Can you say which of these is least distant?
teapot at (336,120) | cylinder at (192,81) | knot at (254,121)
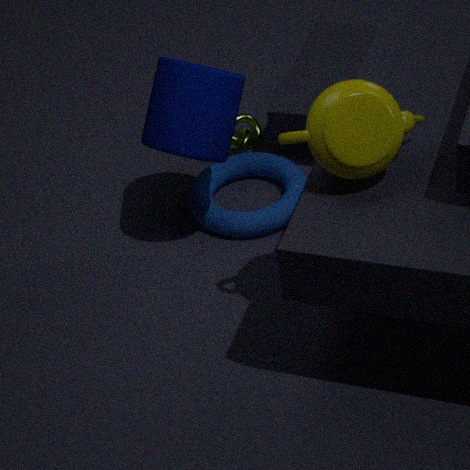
teapot at (336,120)
